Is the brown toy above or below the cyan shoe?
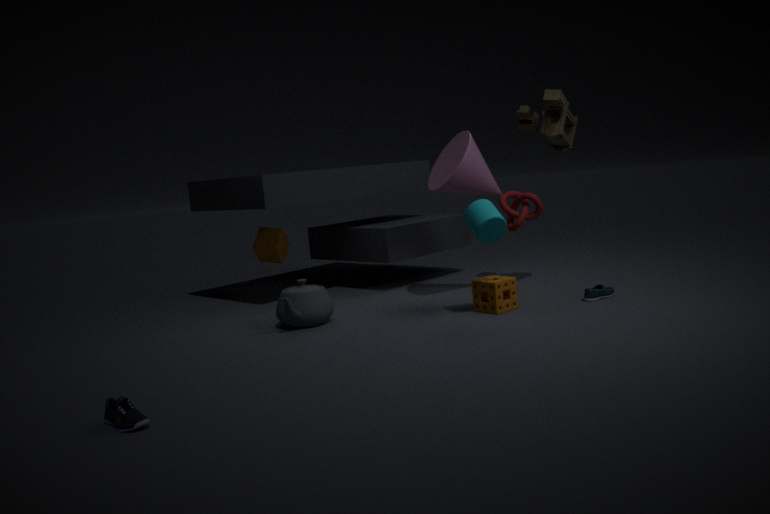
above
